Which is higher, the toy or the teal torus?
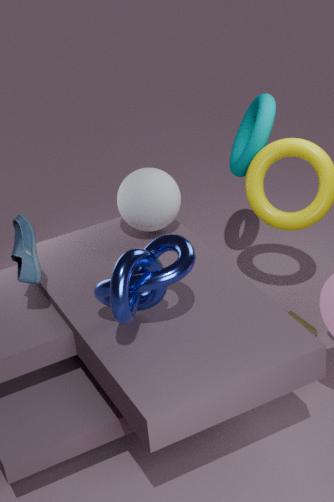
the teal torus
